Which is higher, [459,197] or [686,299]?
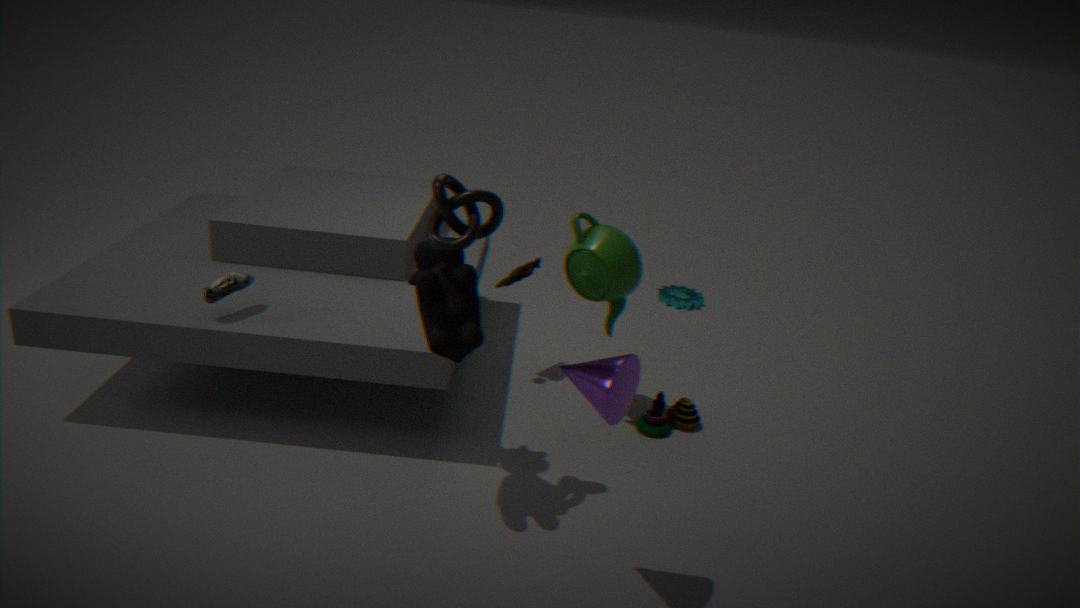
[459,197]
